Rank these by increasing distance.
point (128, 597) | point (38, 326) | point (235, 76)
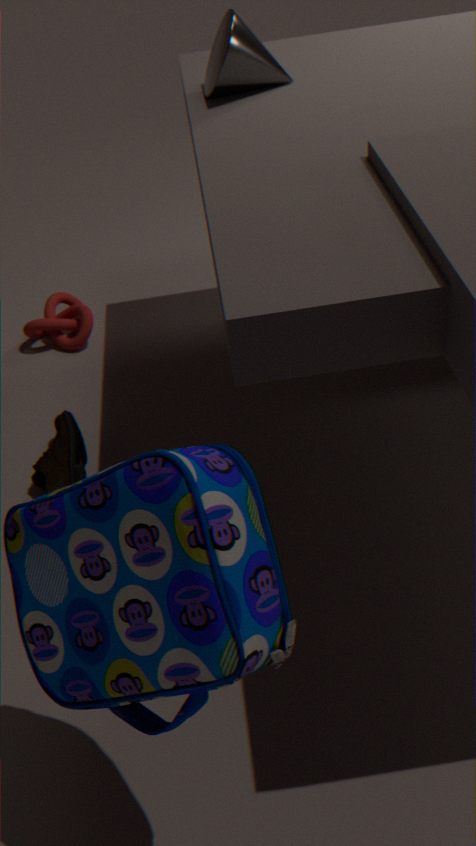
point (128, 597), point (235, 76), point (38, 326)
